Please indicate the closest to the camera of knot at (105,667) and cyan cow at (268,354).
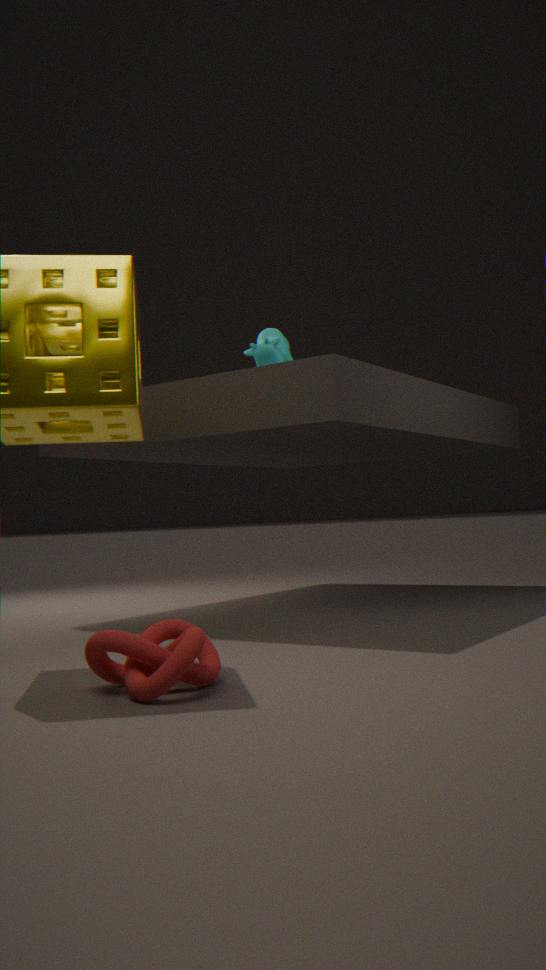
knot at (105,667)
